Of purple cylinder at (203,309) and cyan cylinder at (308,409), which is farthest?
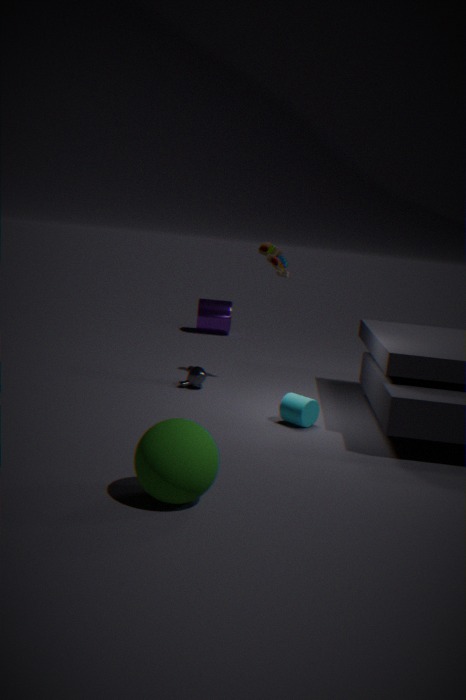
purple cylinder at (203,309)
